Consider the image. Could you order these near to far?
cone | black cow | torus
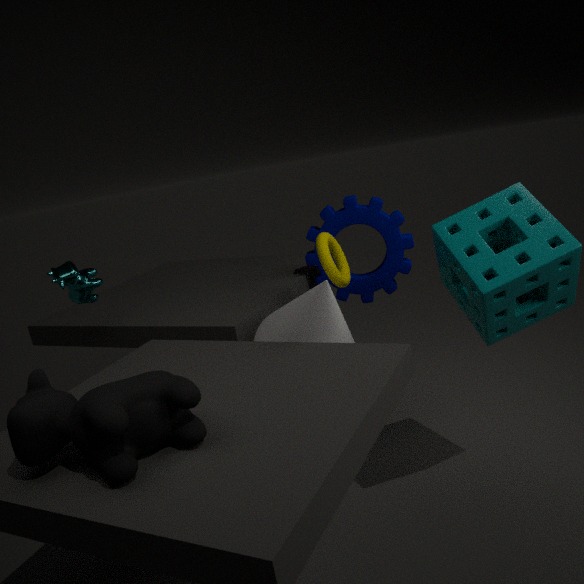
1. black cow
2. cone
3. torus
